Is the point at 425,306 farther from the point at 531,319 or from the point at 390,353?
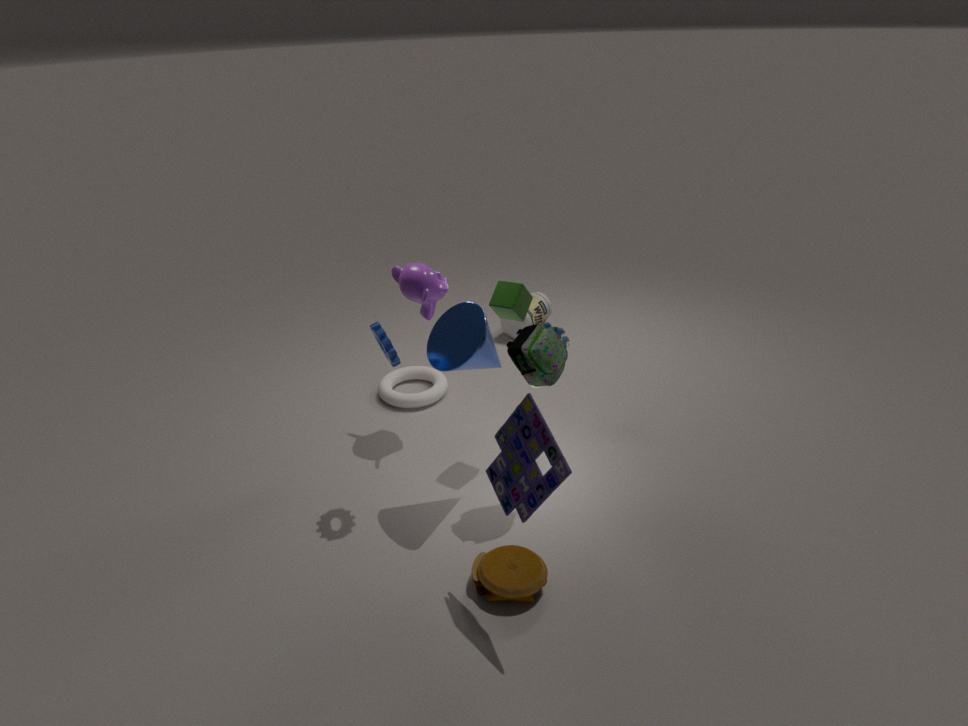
the point at 531,319
